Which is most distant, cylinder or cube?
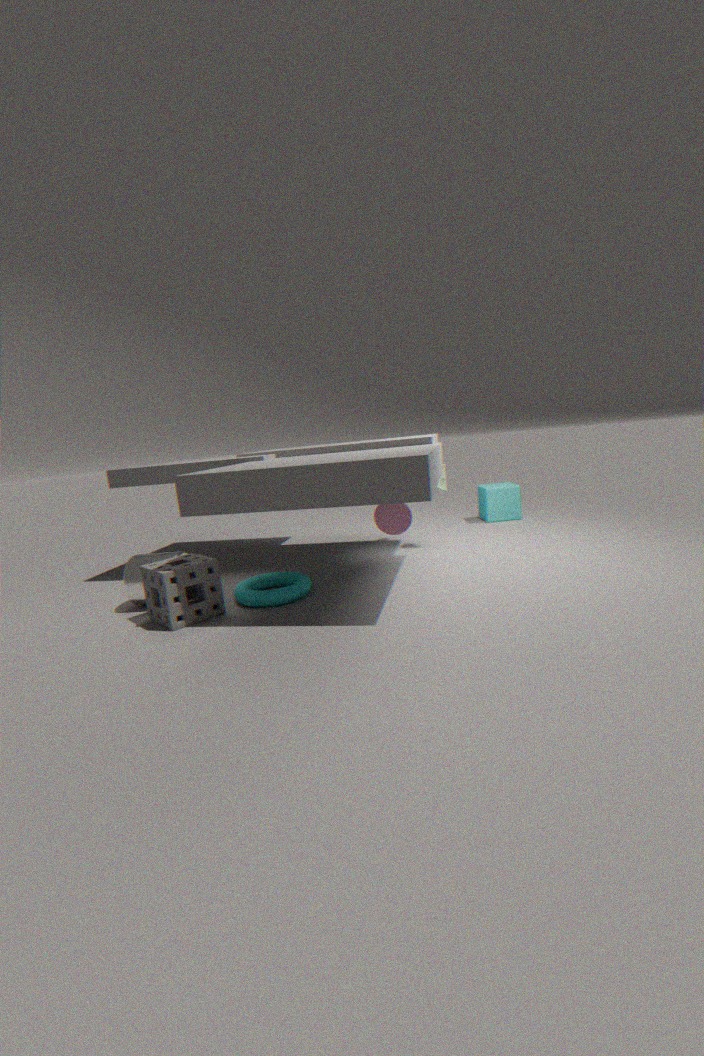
cube
